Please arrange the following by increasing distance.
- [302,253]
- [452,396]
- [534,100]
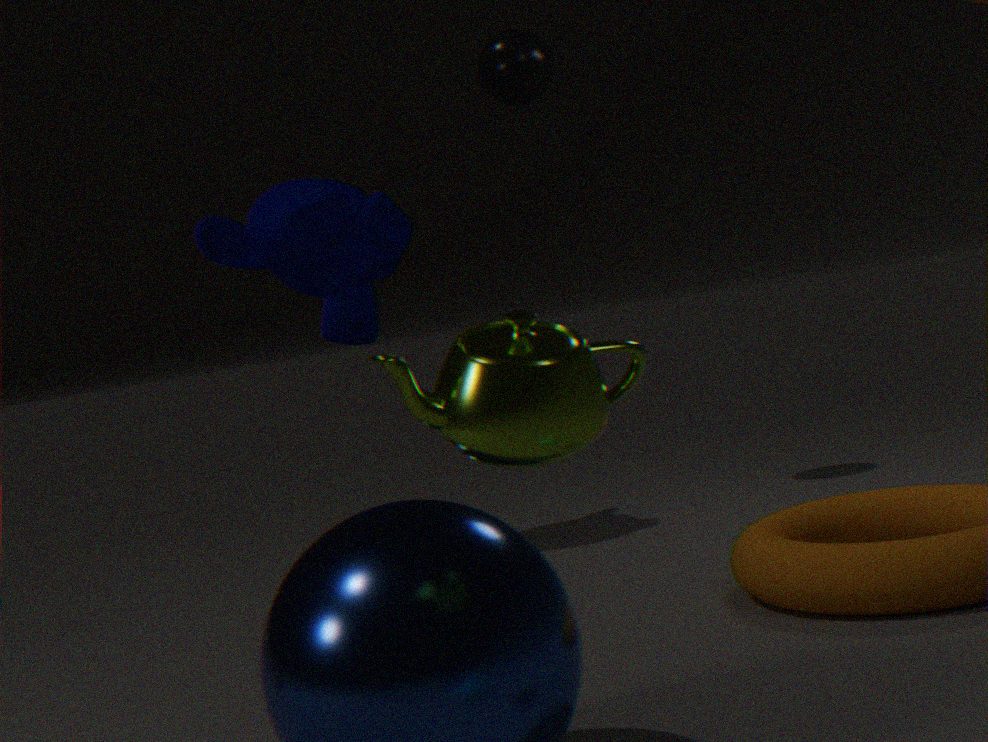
[452,396] → [302,253] → [534,100]
